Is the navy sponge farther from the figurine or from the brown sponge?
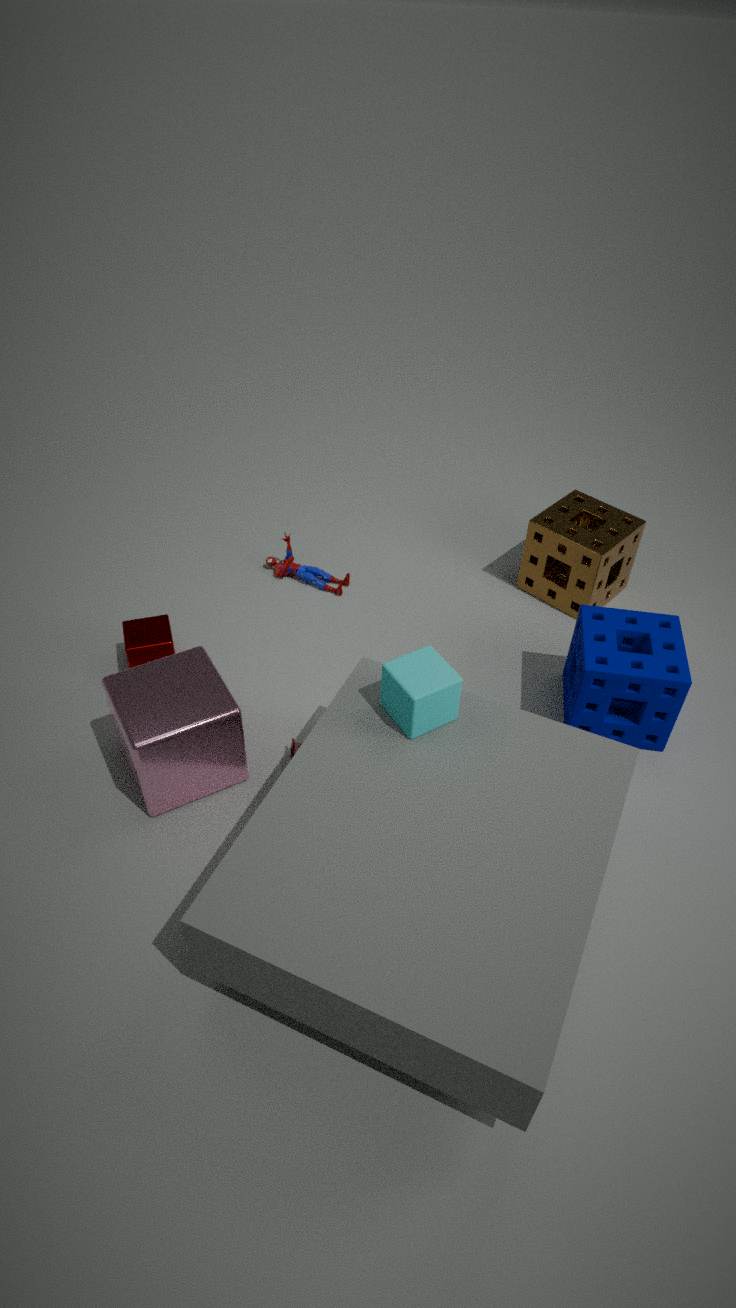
the figurine
